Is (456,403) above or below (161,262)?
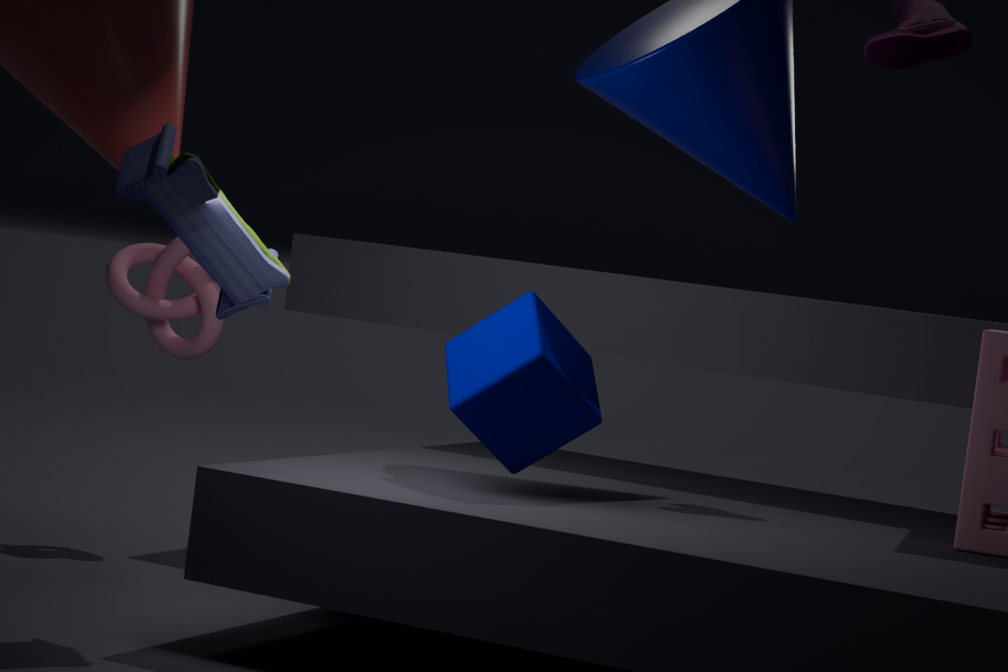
below
